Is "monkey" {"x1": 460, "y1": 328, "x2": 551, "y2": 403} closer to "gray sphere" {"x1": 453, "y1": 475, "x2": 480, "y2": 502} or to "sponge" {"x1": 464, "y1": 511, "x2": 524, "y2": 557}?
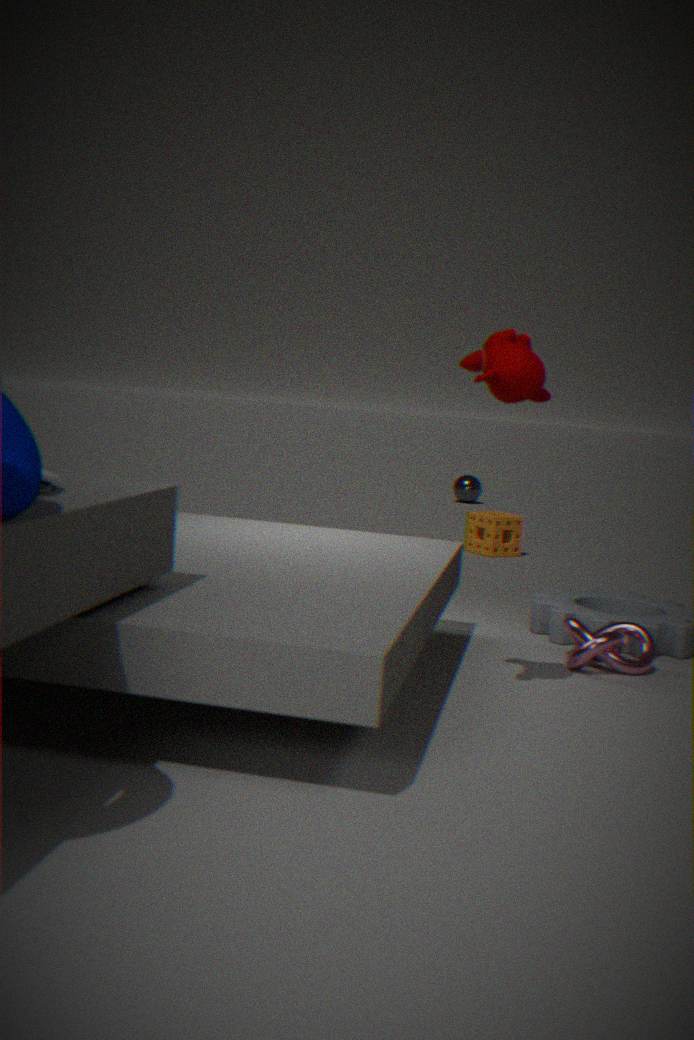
"sponge" {"x1": 464, "y1": 511, "x2": 524, "y2": 557}
